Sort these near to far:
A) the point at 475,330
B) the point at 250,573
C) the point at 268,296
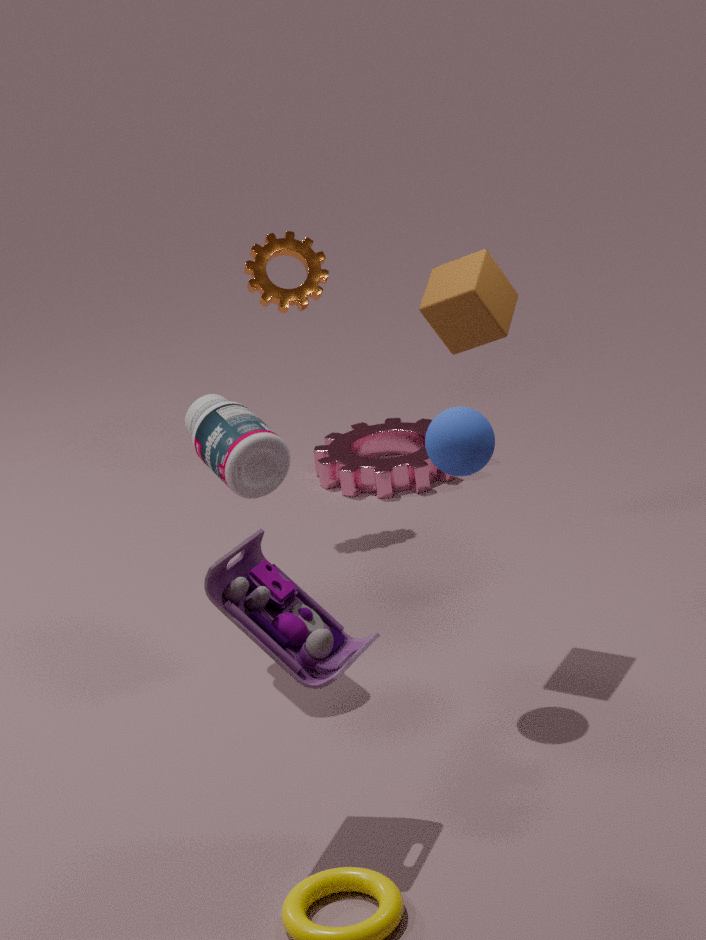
the point at 250,573 → the point at 475,330 → the point at 268,296
